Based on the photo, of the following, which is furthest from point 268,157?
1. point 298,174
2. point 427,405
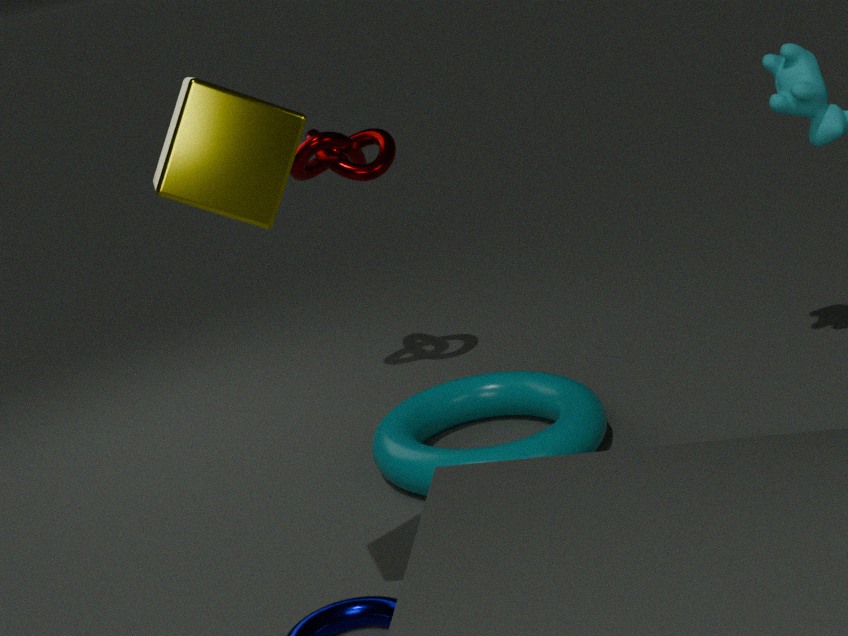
point 298,174
